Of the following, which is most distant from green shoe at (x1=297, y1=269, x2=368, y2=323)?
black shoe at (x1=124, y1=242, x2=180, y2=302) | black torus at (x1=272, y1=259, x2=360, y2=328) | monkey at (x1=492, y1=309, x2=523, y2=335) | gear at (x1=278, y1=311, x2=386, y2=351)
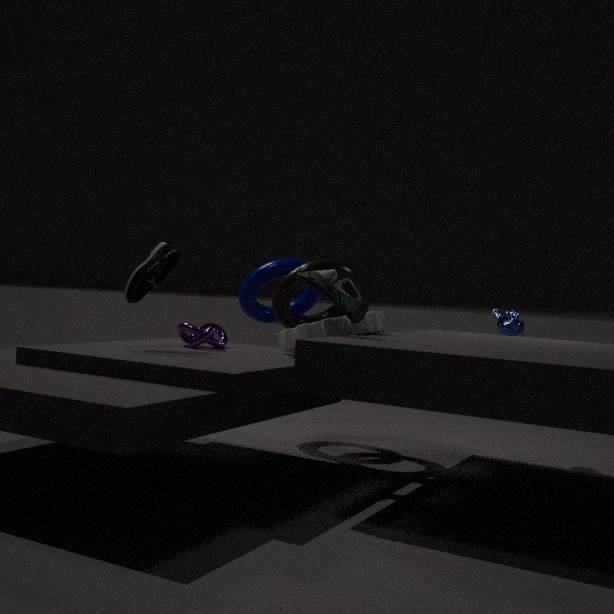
monkey at (x1=492, y1=309, x2=523, y2=335)
